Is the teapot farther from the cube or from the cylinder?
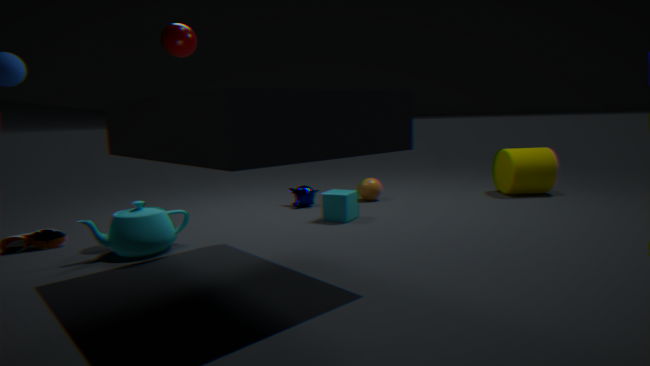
the cylinder
